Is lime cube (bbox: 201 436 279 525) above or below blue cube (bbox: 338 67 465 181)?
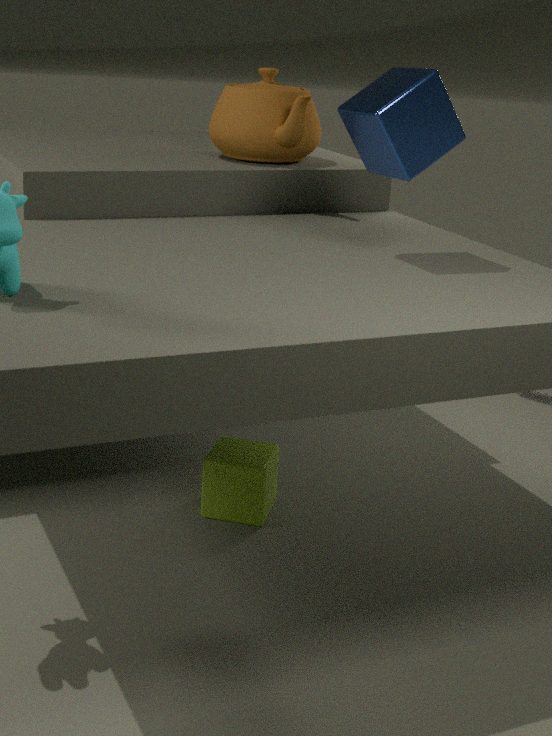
below
